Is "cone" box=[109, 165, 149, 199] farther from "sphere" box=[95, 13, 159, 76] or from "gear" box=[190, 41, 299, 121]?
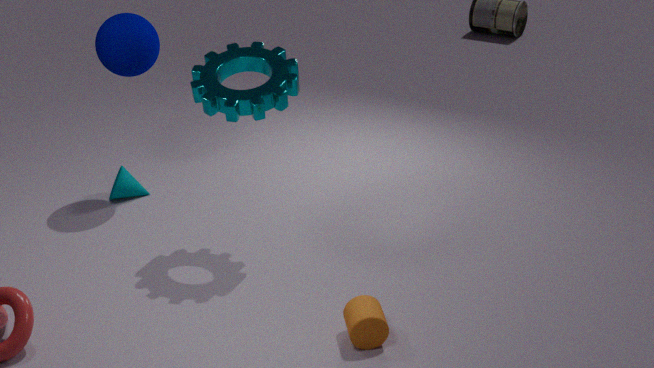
"gear" box=[190, 41, 299, 121]
